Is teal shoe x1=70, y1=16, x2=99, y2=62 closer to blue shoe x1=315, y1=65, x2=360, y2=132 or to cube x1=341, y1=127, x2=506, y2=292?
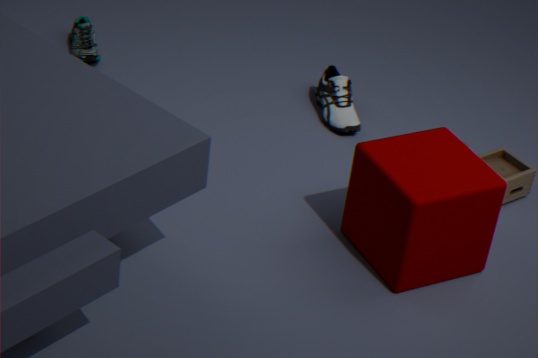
blue shoe x1=315, y1=65, x2=360, y2=132
